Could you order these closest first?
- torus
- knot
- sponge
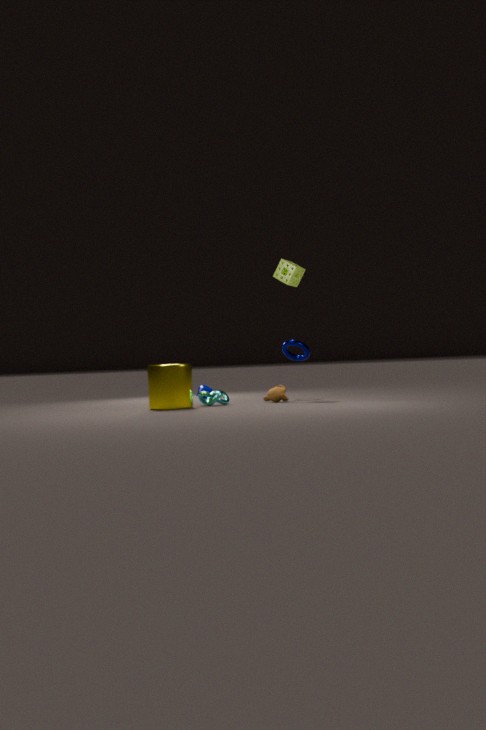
1. knot
2. sponge
3. torus
